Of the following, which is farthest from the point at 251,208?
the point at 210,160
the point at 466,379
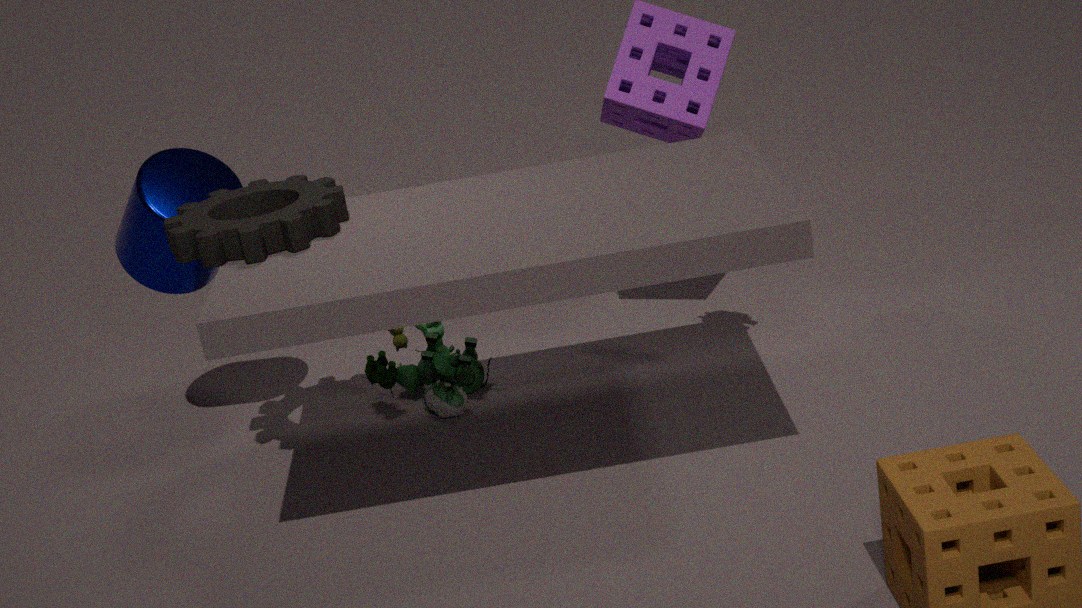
the point at 466,379
